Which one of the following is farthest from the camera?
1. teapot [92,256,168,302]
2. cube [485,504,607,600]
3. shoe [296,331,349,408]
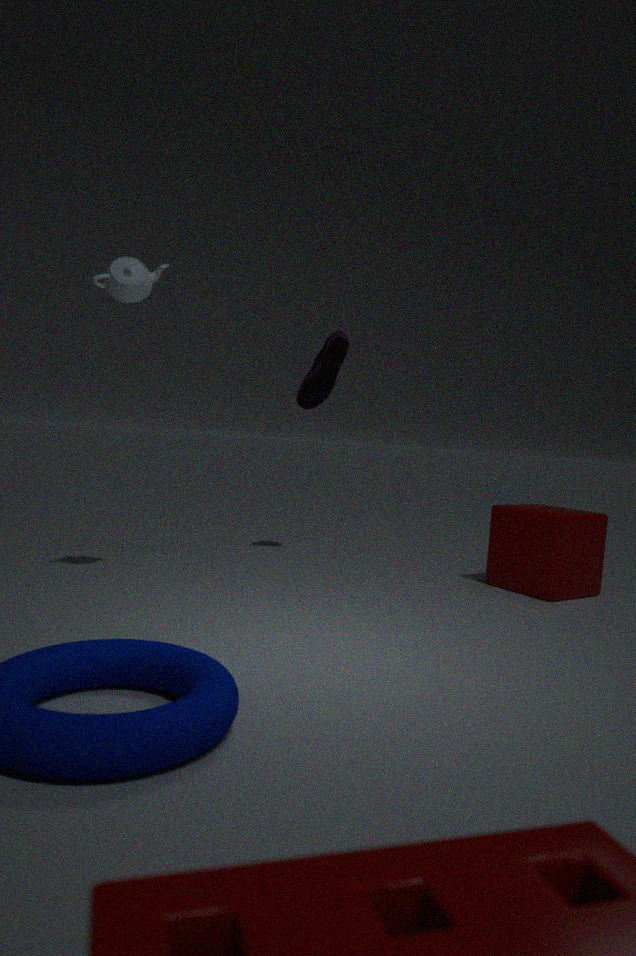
shoe [296,331,349,408]
